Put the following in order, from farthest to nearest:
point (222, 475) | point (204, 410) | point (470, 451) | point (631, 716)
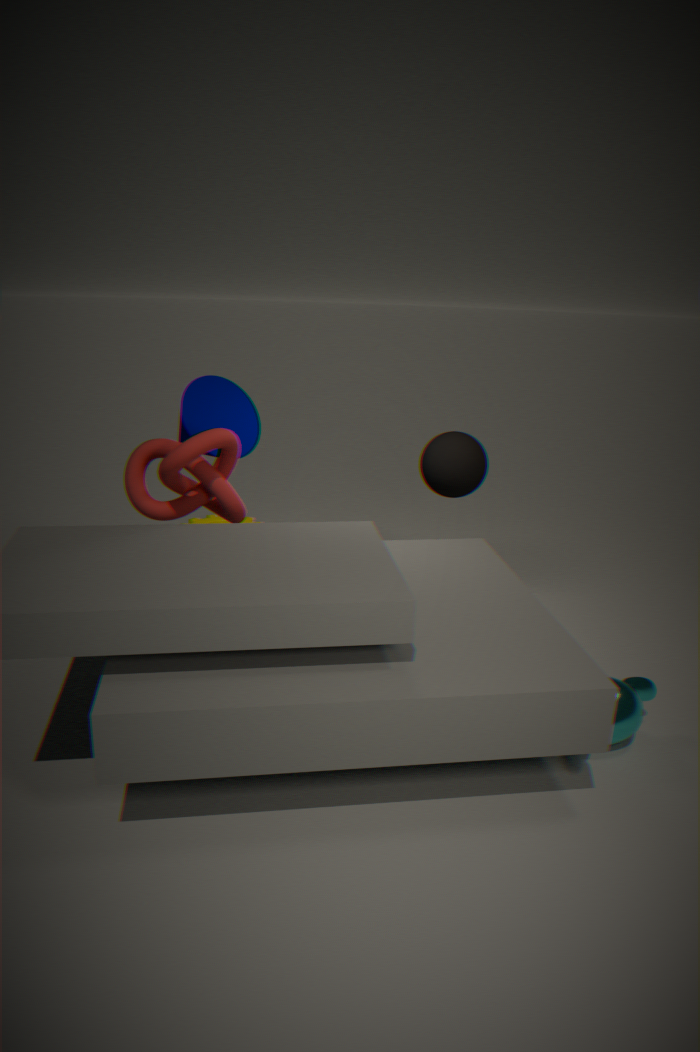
point (470, 451), point (204, 410), point (222, 475), point (631, 716)
